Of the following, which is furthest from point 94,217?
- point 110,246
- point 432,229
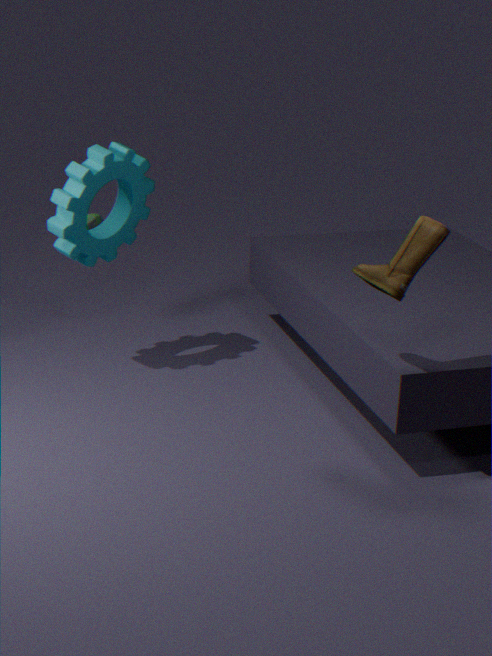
point 432,229
